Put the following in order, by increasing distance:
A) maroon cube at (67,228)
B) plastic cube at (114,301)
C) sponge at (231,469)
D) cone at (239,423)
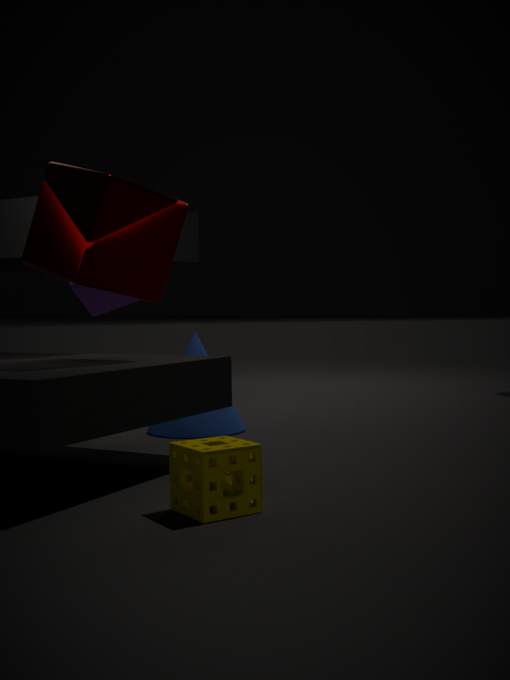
sponge at (231,469) < maroon cube at (67,228) < cone at (239,423) < plastic cube at (114,301)
